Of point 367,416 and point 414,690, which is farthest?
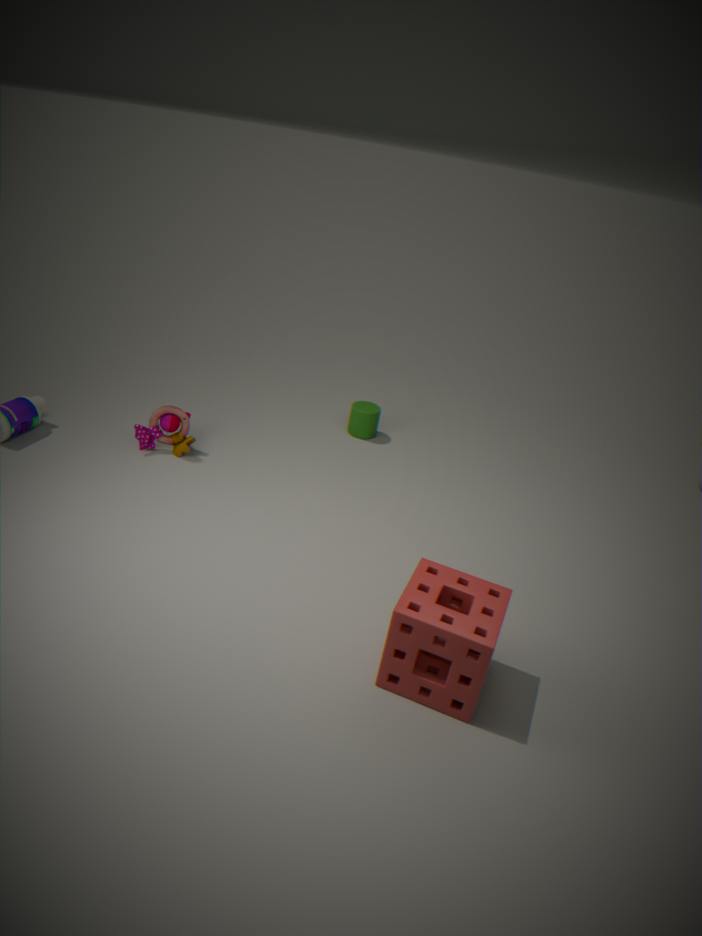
point 367,416
